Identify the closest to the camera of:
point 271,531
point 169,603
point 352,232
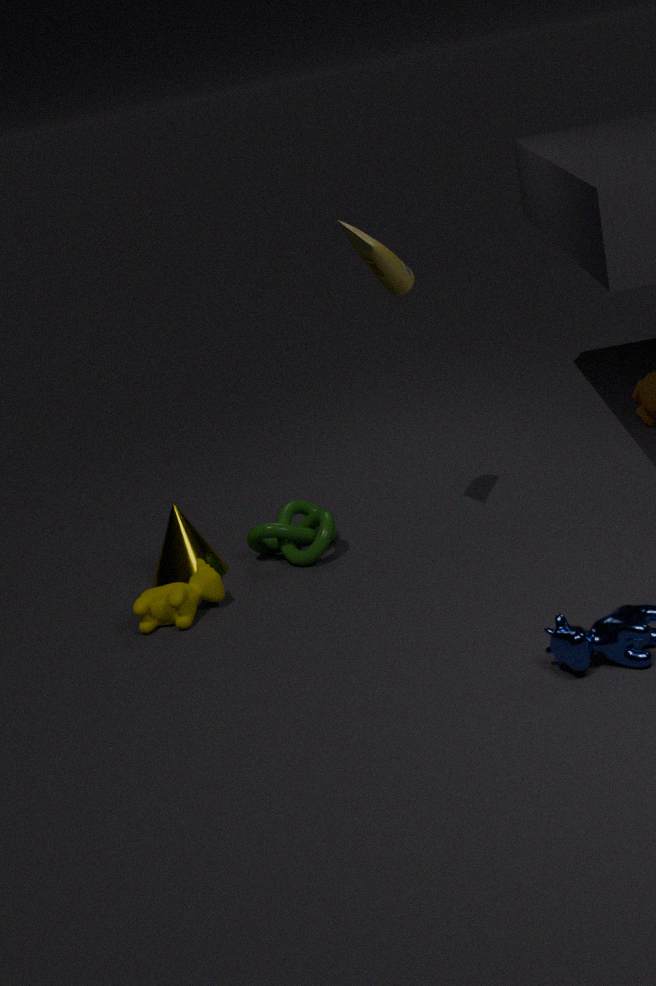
point 352,232
